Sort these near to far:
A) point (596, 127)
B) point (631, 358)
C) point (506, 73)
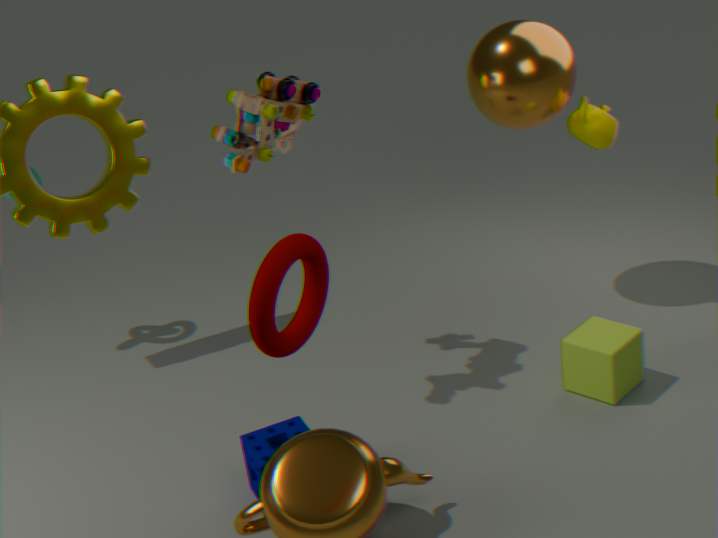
point (631, 358), point (506, 73), point (596, 127)
